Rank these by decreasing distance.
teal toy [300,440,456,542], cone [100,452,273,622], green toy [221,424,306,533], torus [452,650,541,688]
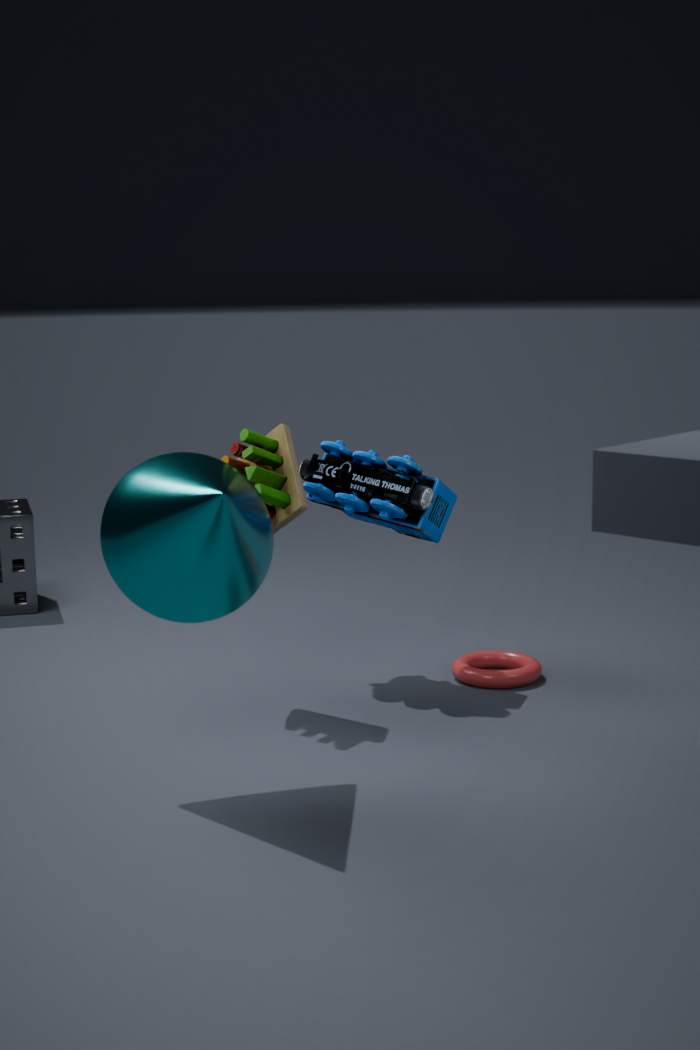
1. torus [452,650,541,688]
2. teal toy [300,440,456,542]
3. green toy [221,424,306,533]
4. cone [100,452,273,622]
